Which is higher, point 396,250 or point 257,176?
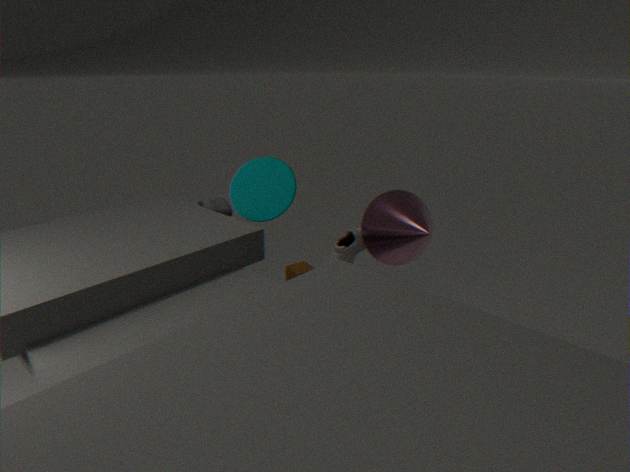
point 257,176
